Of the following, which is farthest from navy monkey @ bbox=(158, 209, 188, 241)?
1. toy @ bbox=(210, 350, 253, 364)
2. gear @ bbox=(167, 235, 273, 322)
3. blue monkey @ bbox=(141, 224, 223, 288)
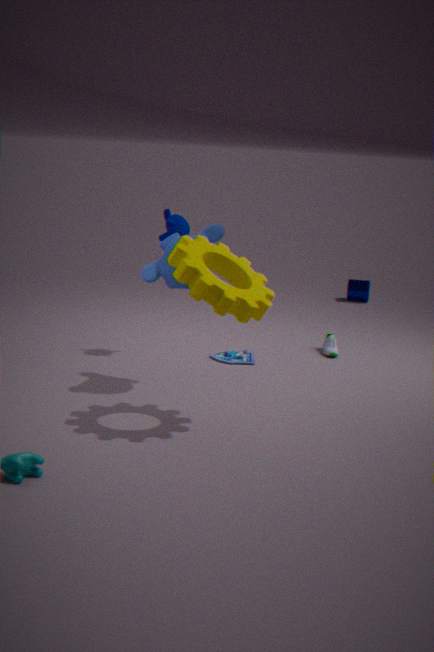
gear @ bbox=(167, 235, 273, 322)
